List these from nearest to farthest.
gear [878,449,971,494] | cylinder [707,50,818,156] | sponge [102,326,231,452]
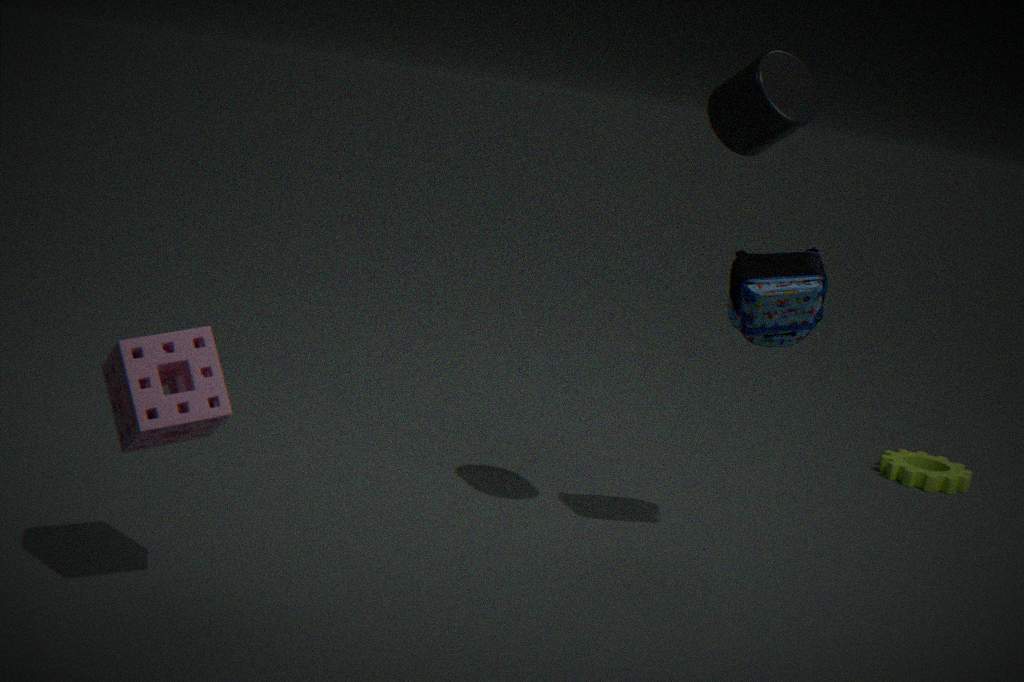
sponge [102,326,231,452], cylinder [707,50,818,156], gear [878,449,971,494]
